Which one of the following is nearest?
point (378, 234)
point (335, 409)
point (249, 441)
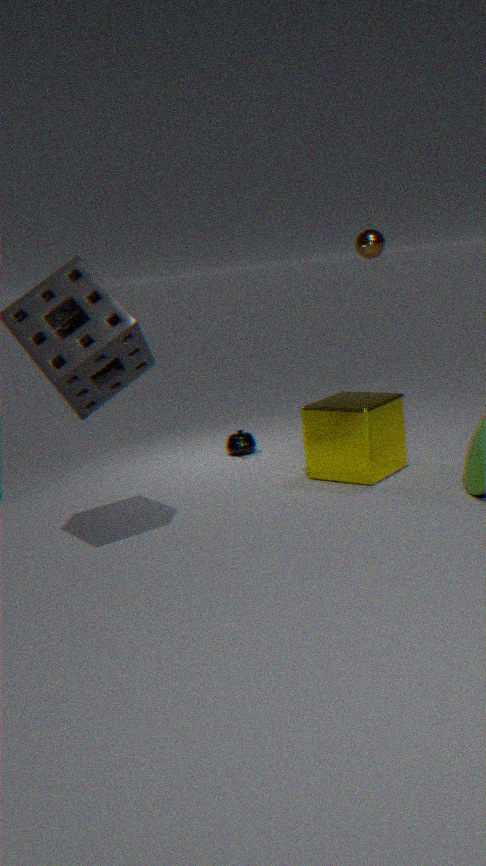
point (335, 409)
